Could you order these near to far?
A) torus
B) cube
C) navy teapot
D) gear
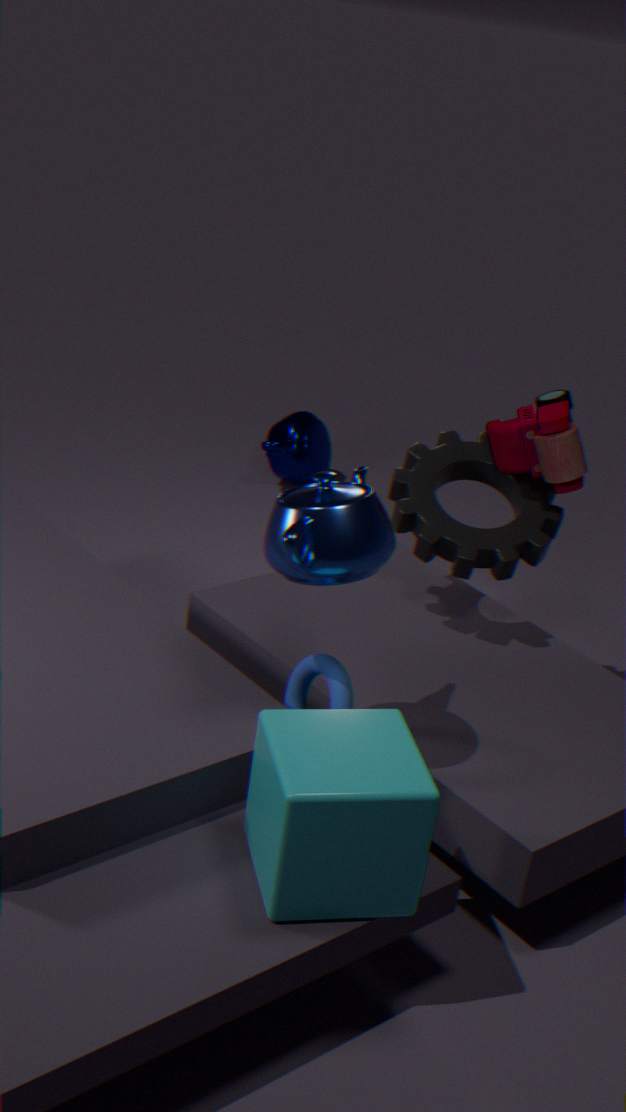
1. cube
2. torus
3. gear
4. navy teapot
